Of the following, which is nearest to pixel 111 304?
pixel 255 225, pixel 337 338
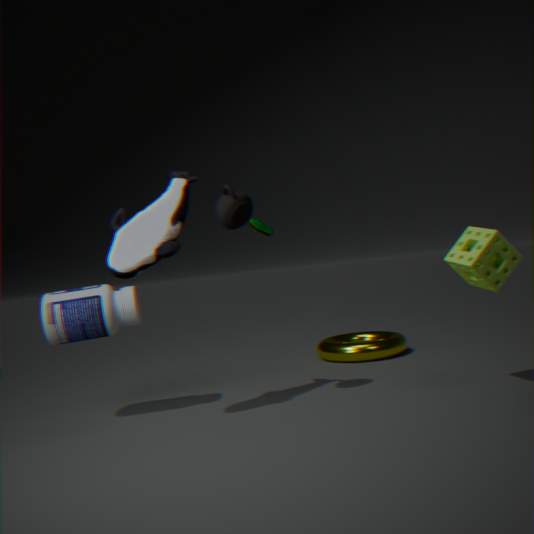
pixel 255 225
